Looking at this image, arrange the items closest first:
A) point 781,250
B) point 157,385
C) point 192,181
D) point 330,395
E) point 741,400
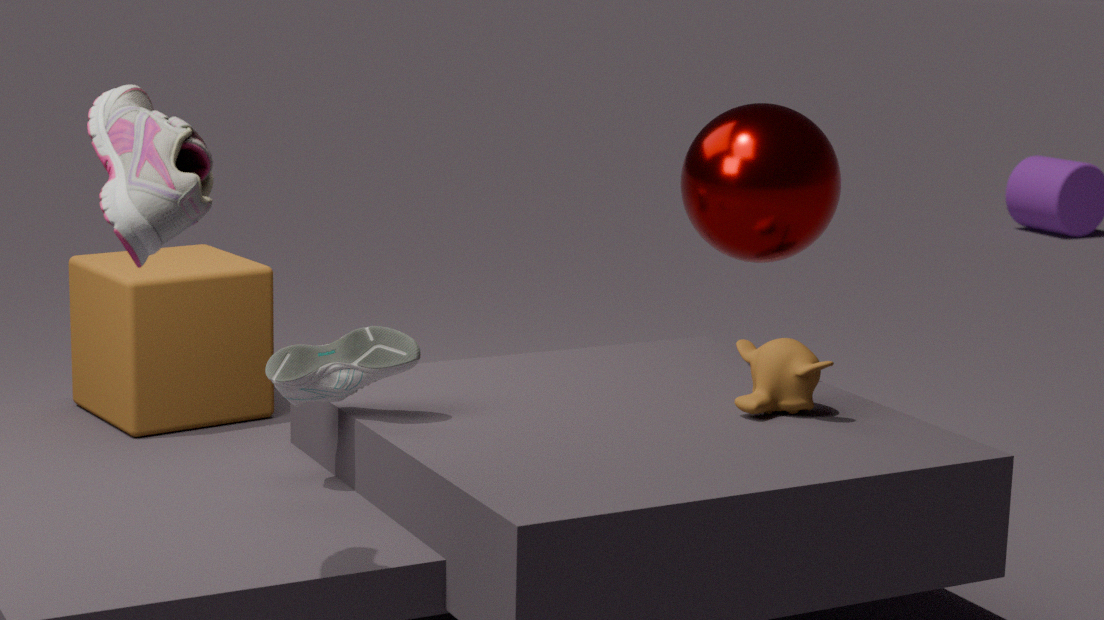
point 192,181 → point 330,395 → point 741,400 → point 781,250 → point 157,385
